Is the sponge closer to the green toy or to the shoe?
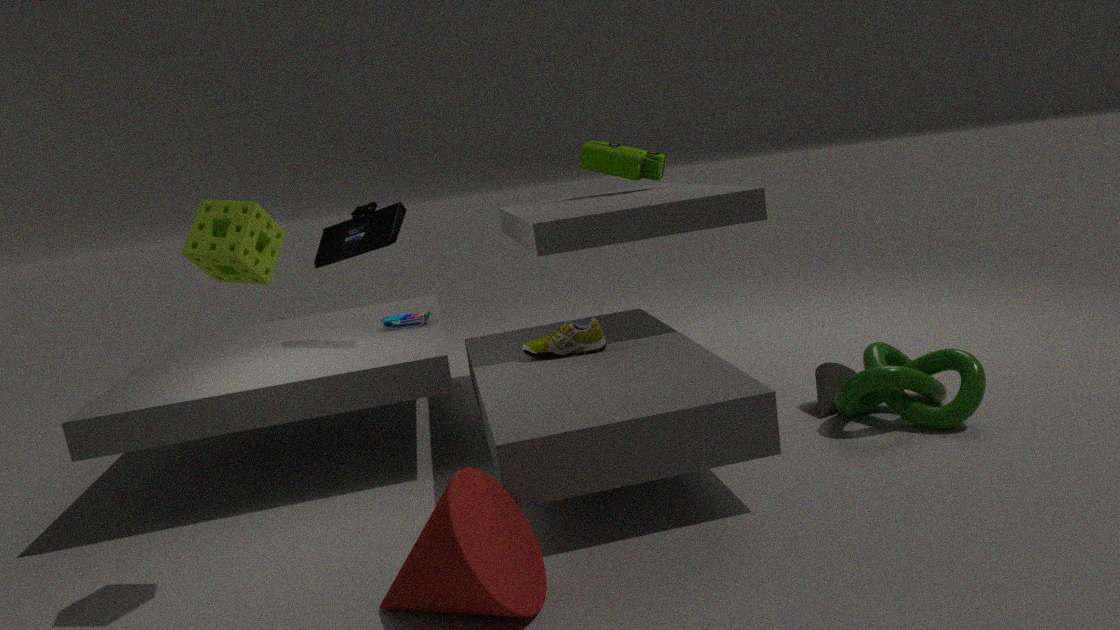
the shoe
